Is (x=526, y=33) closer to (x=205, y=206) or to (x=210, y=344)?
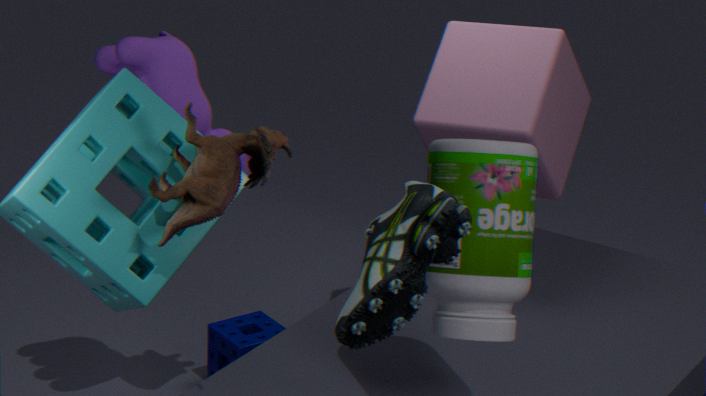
(x=210, y=344)
